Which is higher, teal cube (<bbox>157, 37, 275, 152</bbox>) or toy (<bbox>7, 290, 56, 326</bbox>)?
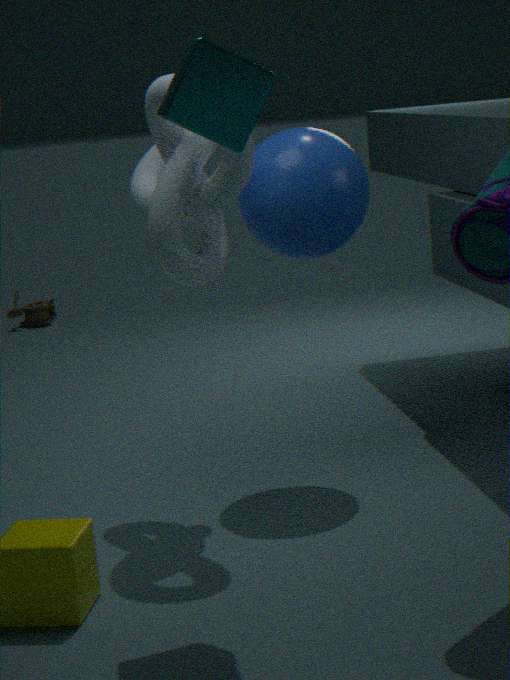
teal cube (<bbox>157, 37, 275, 152</bbox>)
